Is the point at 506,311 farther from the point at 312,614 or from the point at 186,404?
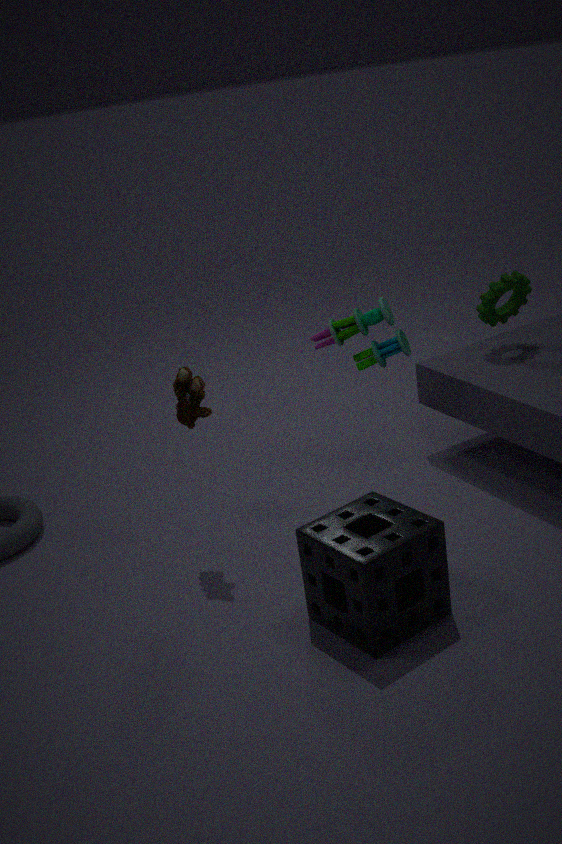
the point at 312,614
